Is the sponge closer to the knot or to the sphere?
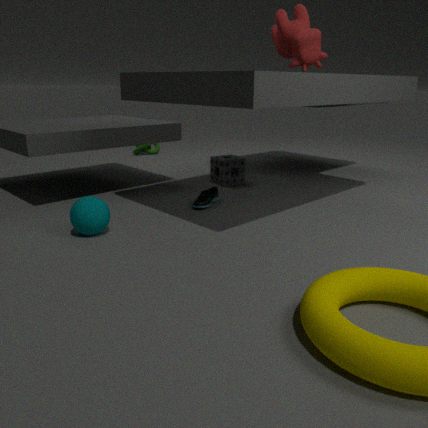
the sphere
